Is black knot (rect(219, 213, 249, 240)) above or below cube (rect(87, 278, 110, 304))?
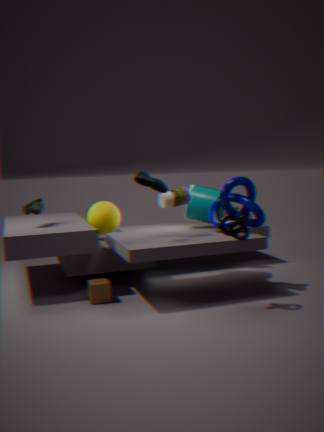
above
